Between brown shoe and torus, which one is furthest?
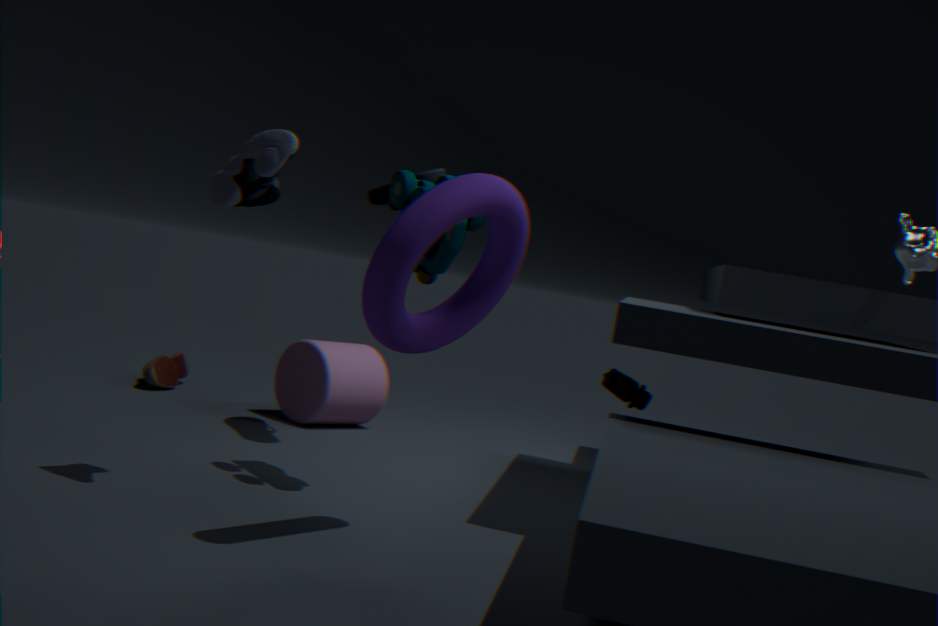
brown shoe
